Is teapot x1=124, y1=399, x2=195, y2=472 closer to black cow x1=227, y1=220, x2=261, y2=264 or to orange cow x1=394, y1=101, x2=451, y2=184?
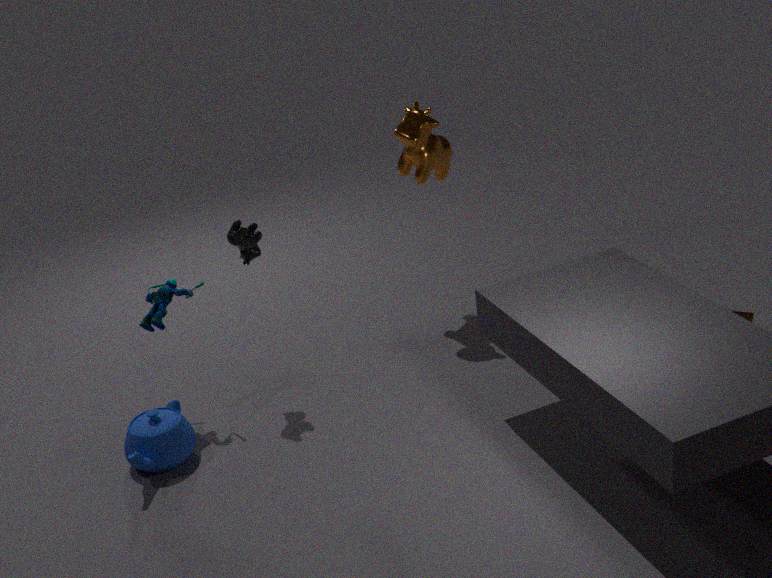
black cow x1=227, y1=220, x2=261, y2=264
